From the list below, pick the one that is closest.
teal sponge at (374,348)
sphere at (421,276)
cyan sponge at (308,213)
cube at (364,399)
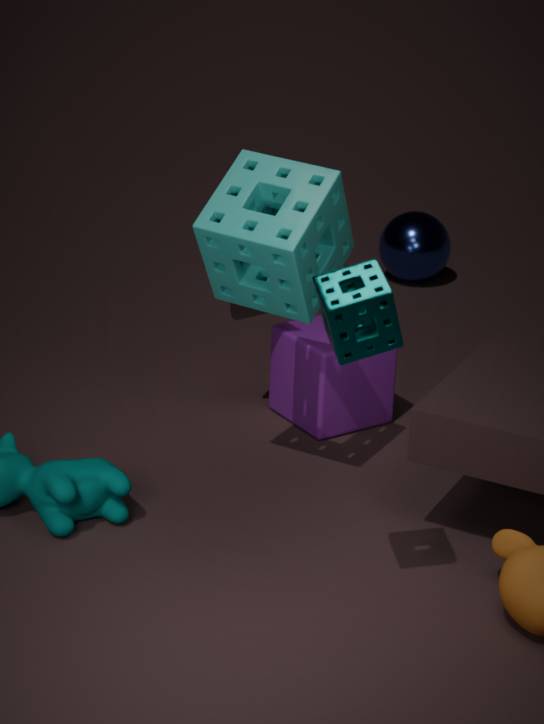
teal sponge at (374,348)
